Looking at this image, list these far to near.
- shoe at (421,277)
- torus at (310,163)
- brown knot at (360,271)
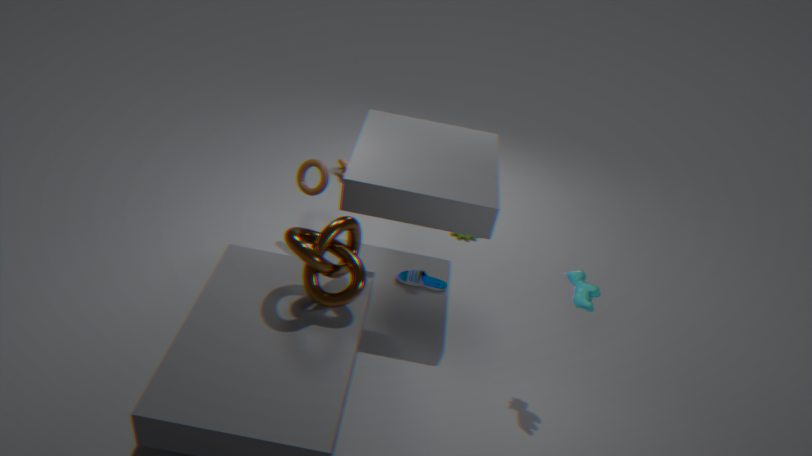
shoe at (421,277) → torus at (310,163) → brown knot at (360,271)
